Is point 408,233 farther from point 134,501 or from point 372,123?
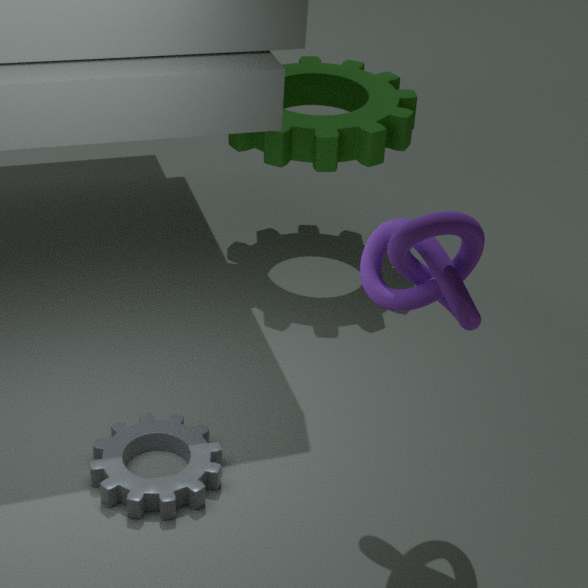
point 372,123
